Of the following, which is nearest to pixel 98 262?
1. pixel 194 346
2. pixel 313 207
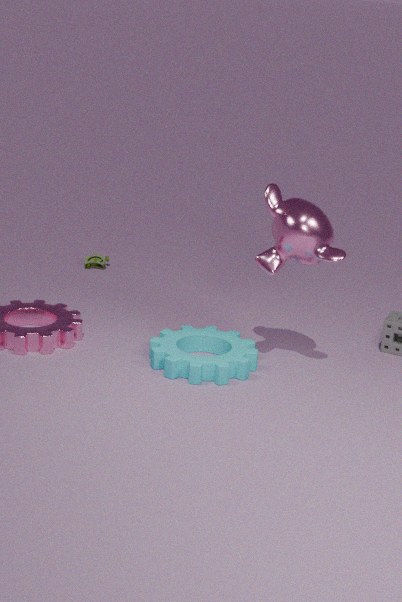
Result: pixel 194 346
